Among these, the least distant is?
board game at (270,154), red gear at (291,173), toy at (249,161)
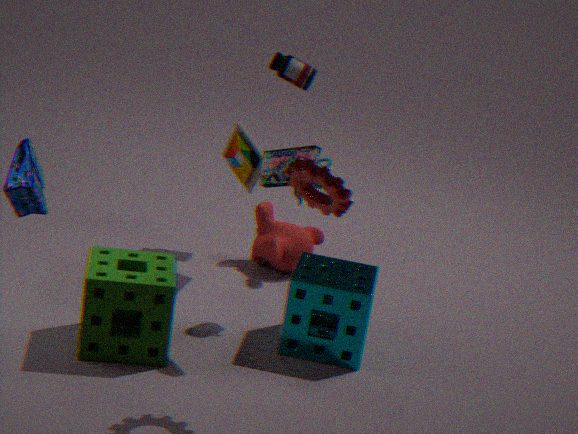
red gear at (291,173)
